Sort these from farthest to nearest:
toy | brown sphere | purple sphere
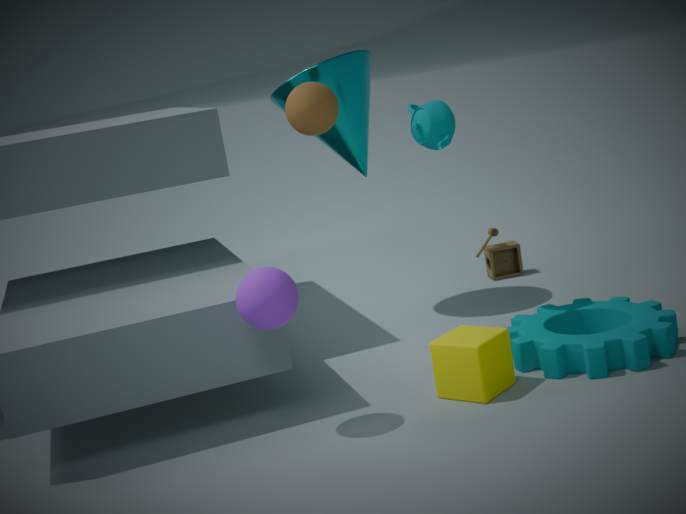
toy → brown sphere → purple sphere
